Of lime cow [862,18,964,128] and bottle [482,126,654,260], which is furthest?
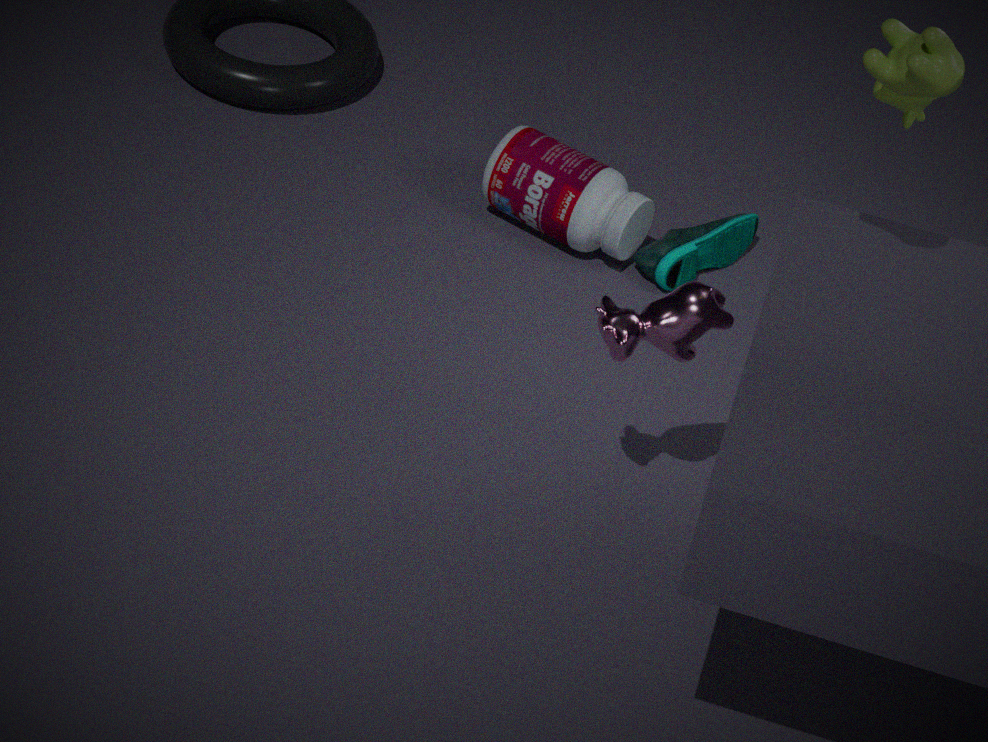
bottle [482,126,654,260]
